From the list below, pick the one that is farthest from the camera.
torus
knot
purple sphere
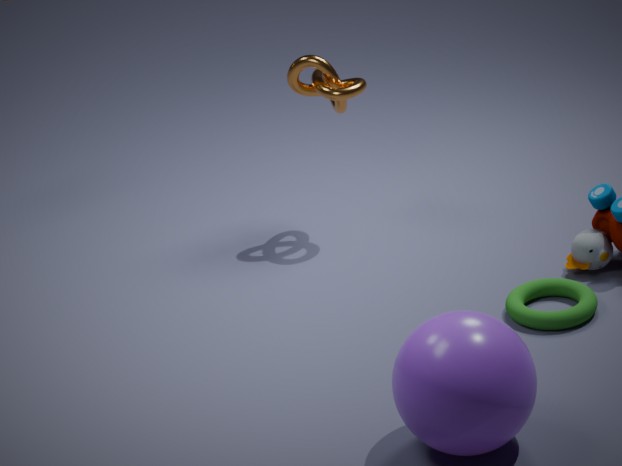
knot
